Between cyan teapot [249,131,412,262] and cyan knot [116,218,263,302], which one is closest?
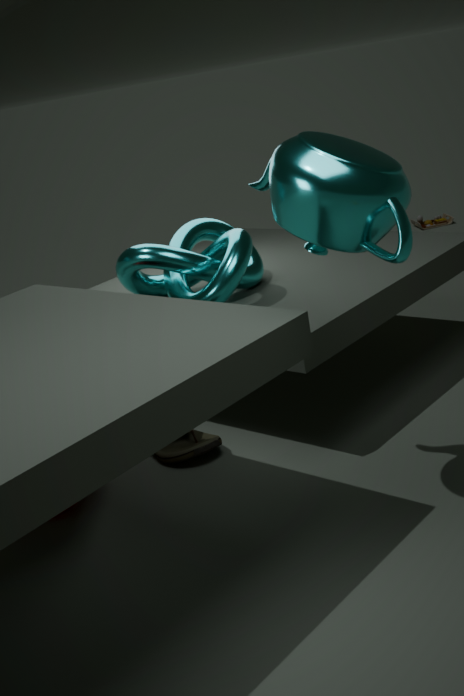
cyan teapot [249,131,412,262]
